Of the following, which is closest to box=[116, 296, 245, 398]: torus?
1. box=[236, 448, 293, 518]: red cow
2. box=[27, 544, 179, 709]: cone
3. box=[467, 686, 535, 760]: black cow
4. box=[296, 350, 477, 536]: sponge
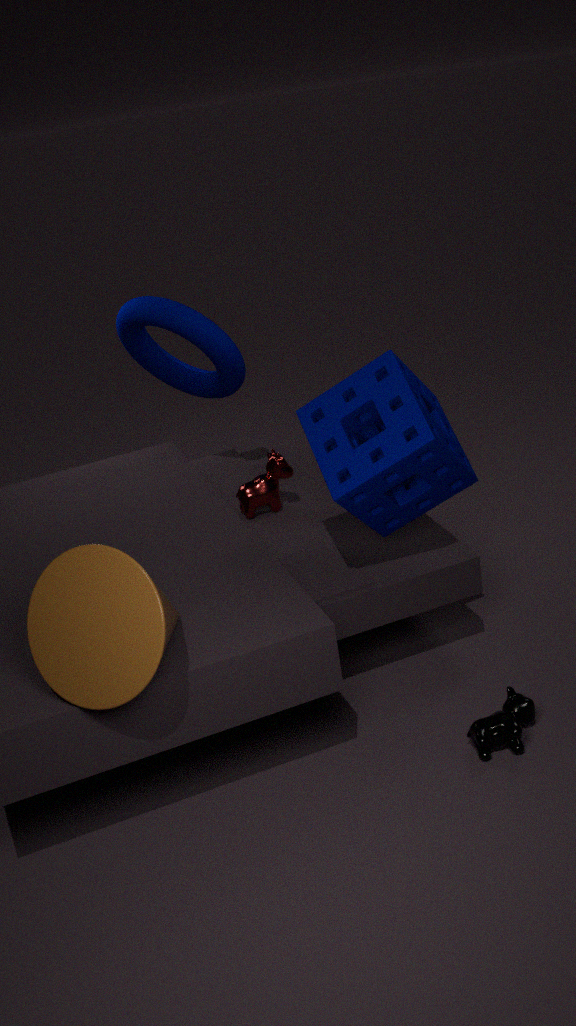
box=[236, 448, 293, 518]: red cow
